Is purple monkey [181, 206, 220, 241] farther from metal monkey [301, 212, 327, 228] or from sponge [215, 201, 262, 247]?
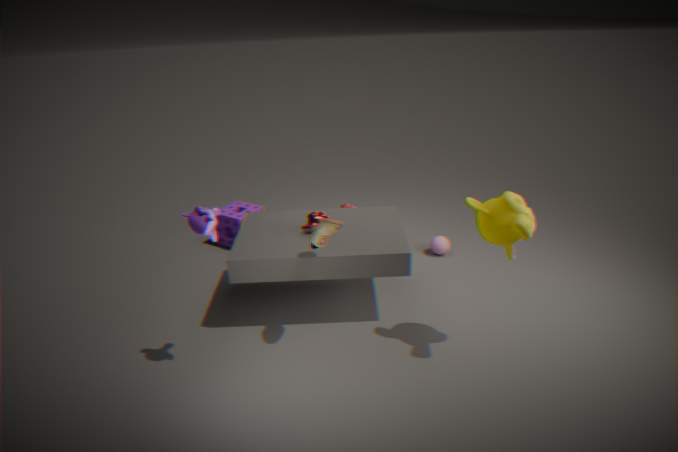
sponge [215, 201, 262, 247]
